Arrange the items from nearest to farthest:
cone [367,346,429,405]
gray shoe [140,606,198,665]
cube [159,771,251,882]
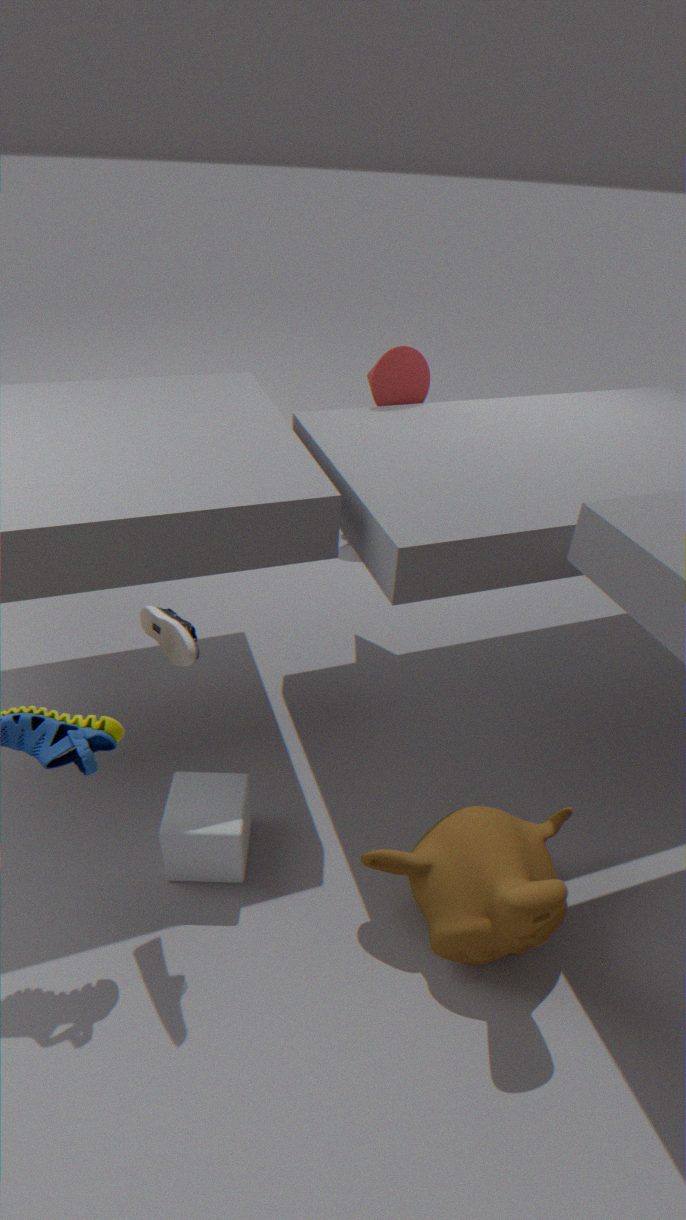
gray shoe [140,606,198,665] < cube [159,771,251,882] < cone [367,346,429,405]
